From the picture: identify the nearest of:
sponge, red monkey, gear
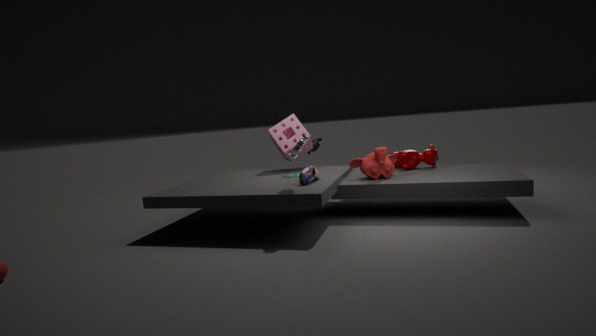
gear
